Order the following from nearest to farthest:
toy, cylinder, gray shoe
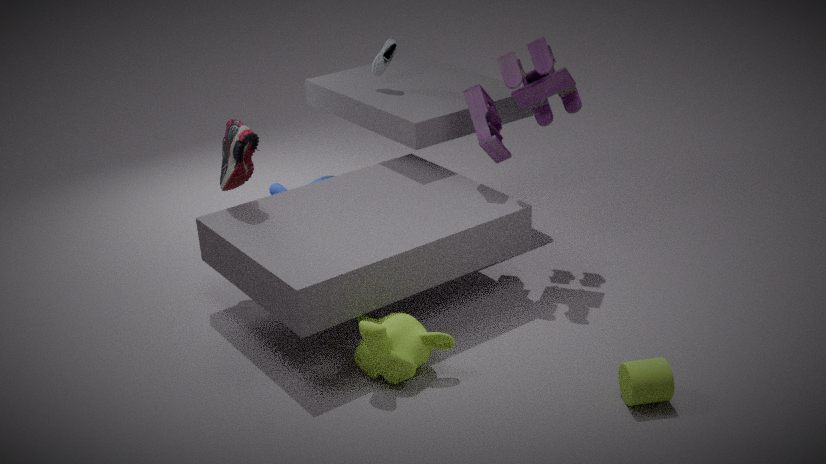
cylinder
toy
gray shoe
